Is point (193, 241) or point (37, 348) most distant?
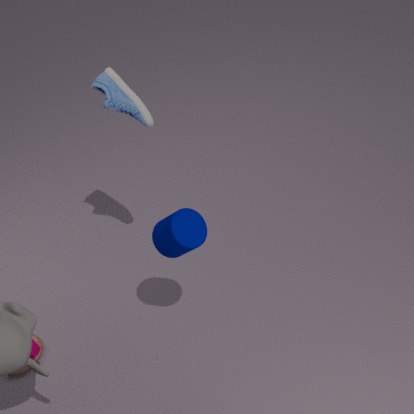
point (37, 348)
